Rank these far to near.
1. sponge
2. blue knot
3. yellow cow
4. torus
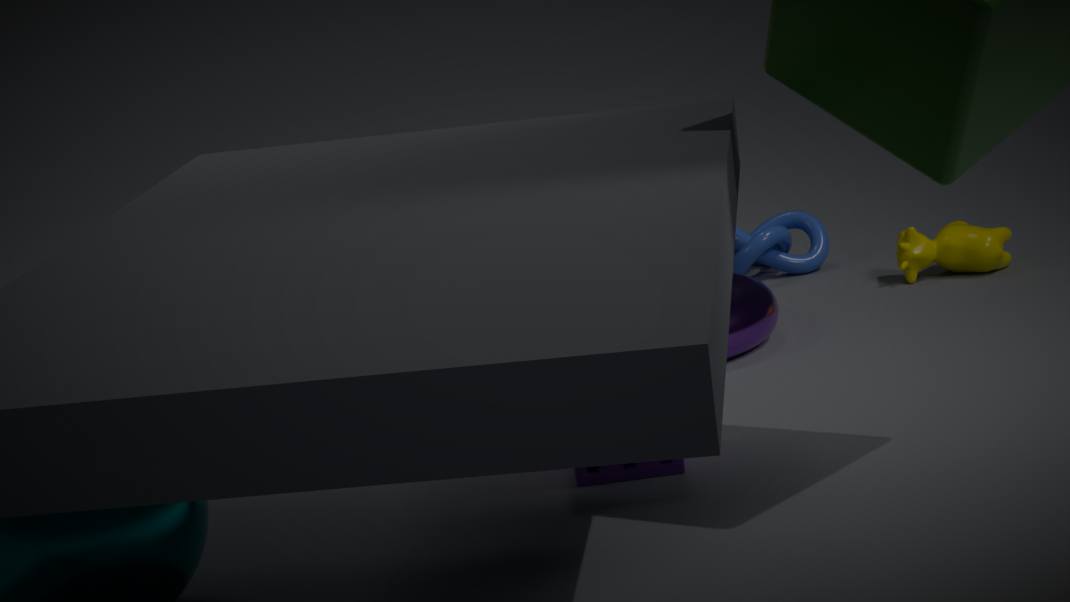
blue knot < yellow cow < torus < sponge
